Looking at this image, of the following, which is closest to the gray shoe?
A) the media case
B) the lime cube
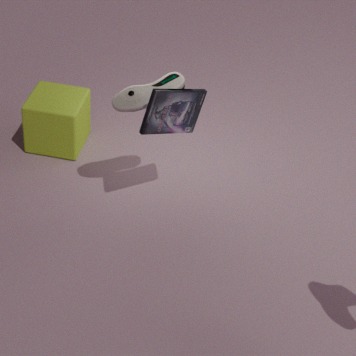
the media case
